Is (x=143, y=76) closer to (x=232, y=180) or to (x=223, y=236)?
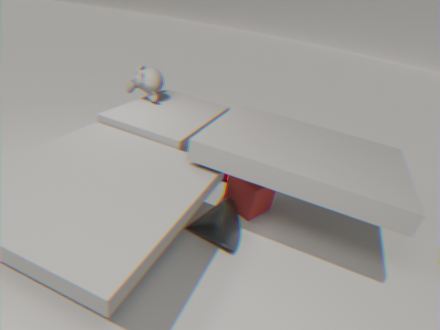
(x=232, y=180)
